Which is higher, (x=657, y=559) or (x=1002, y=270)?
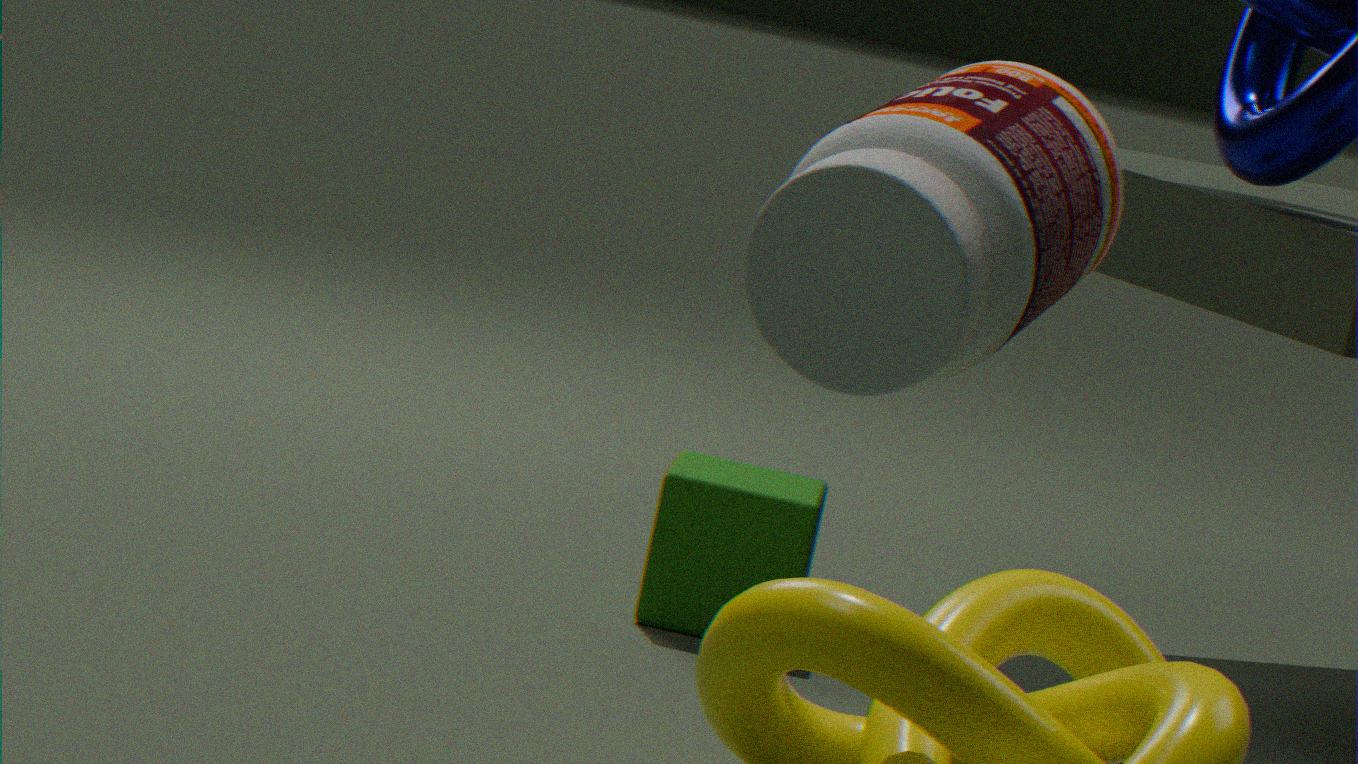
(x=1002, y=270)
